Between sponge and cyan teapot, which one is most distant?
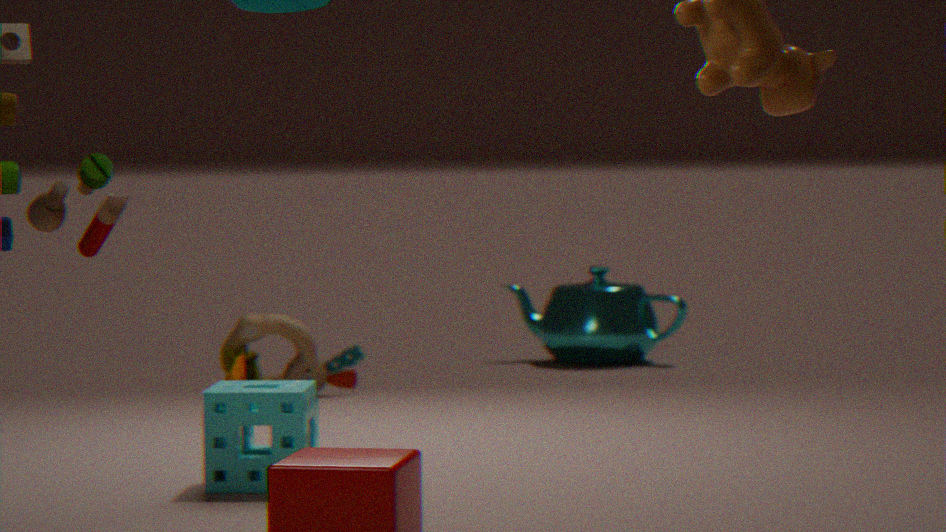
cyan teapot
